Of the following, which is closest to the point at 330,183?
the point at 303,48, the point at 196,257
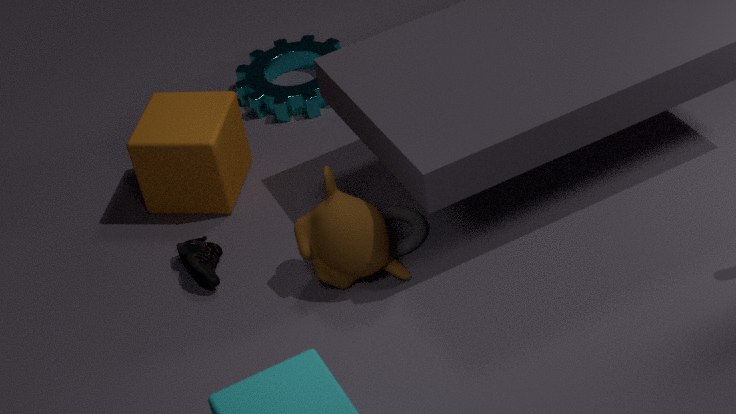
the point at 196,257
